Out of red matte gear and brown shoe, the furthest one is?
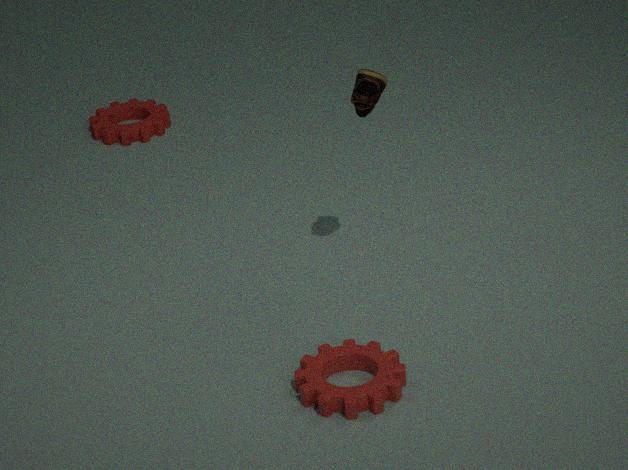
red matte gear
